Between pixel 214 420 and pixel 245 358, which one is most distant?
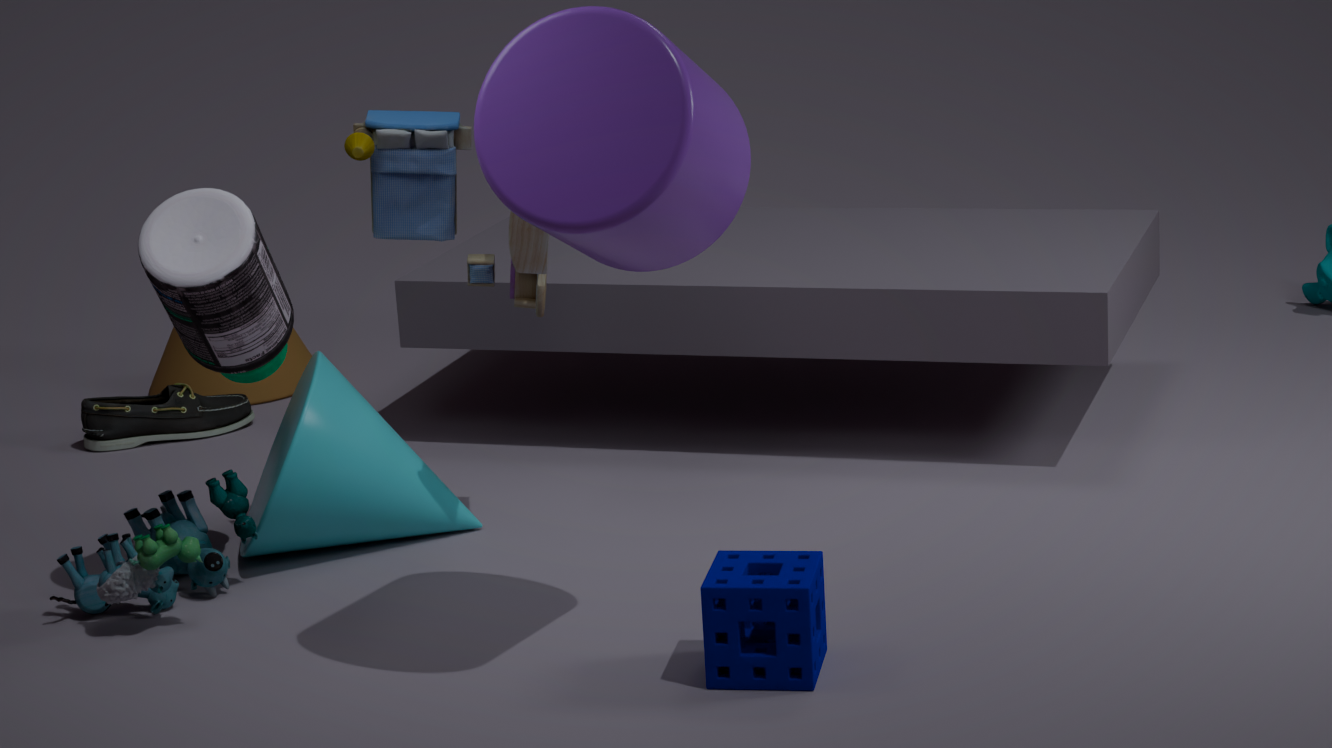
pixel 214 420
